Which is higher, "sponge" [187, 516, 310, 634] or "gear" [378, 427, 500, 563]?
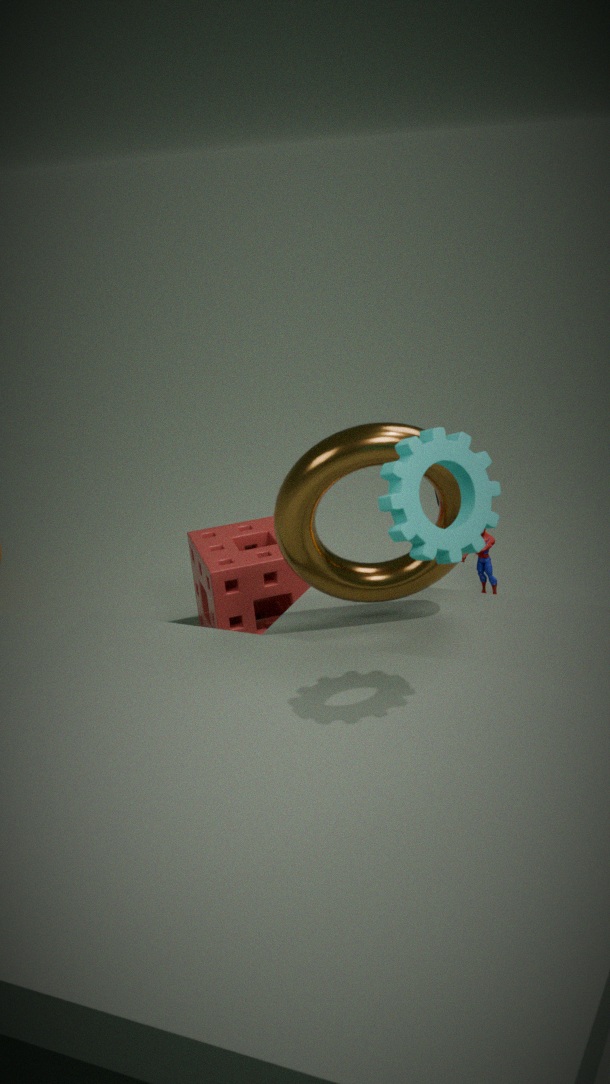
"gear" [378, 427, 500, 563]
